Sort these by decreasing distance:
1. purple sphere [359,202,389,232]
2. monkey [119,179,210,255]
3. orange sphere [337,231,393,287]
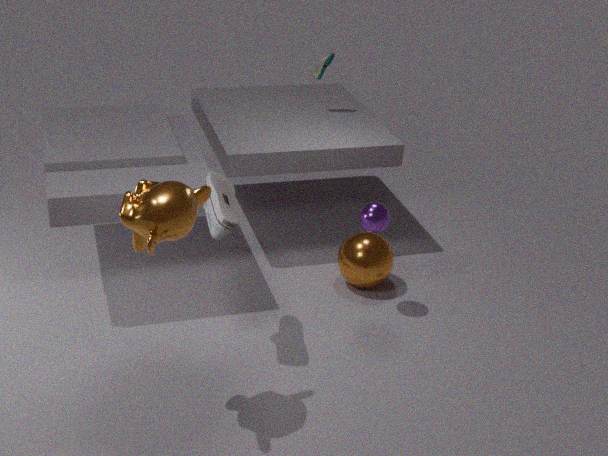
orange sphere [337,231,393,287]
purple sphere [359,202,389,232]
monkey [119,179,210,255]
